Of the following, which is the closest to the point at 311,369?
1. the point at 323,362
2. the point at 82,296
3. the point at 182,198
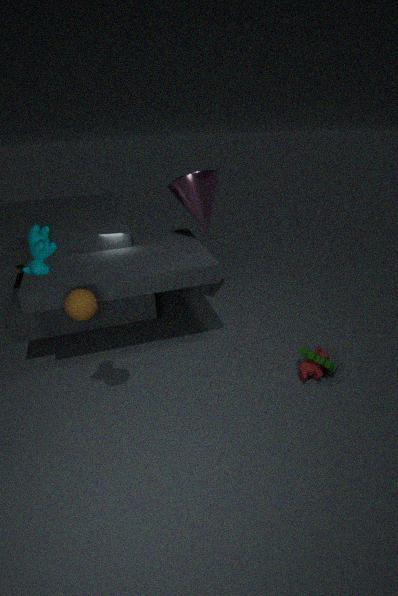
the point at 323,362
